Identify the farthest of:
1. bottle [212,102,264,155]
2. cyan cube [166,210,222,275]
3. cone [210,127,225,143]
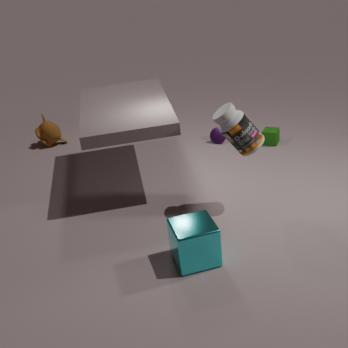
cone [210,127,225,143]
